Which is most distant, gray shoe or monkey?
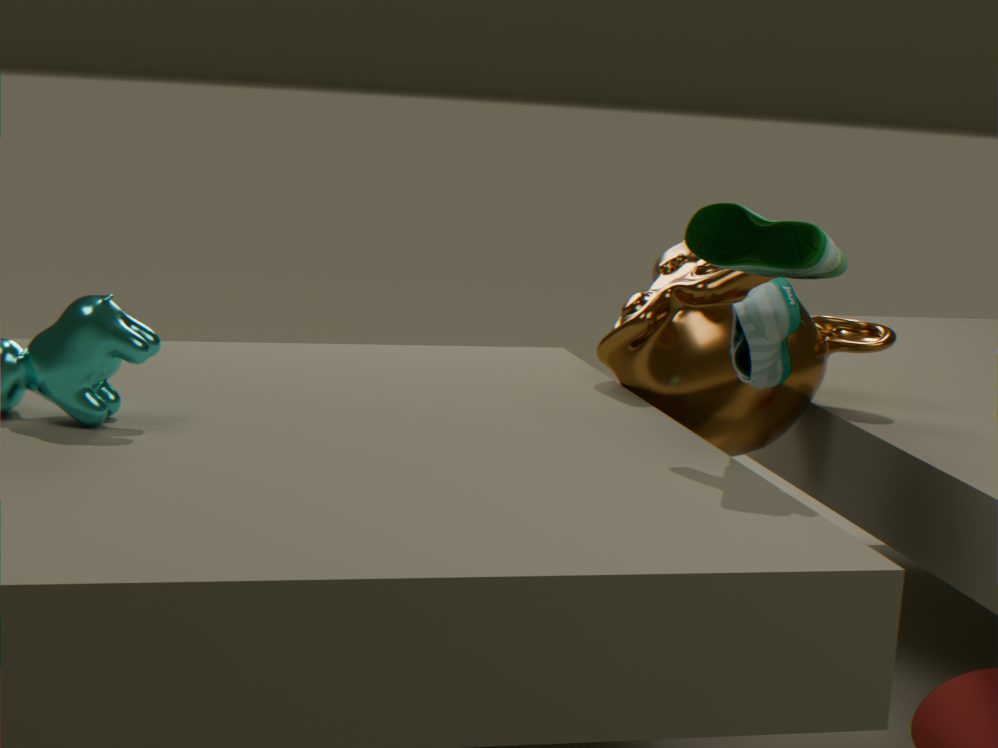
monkey
